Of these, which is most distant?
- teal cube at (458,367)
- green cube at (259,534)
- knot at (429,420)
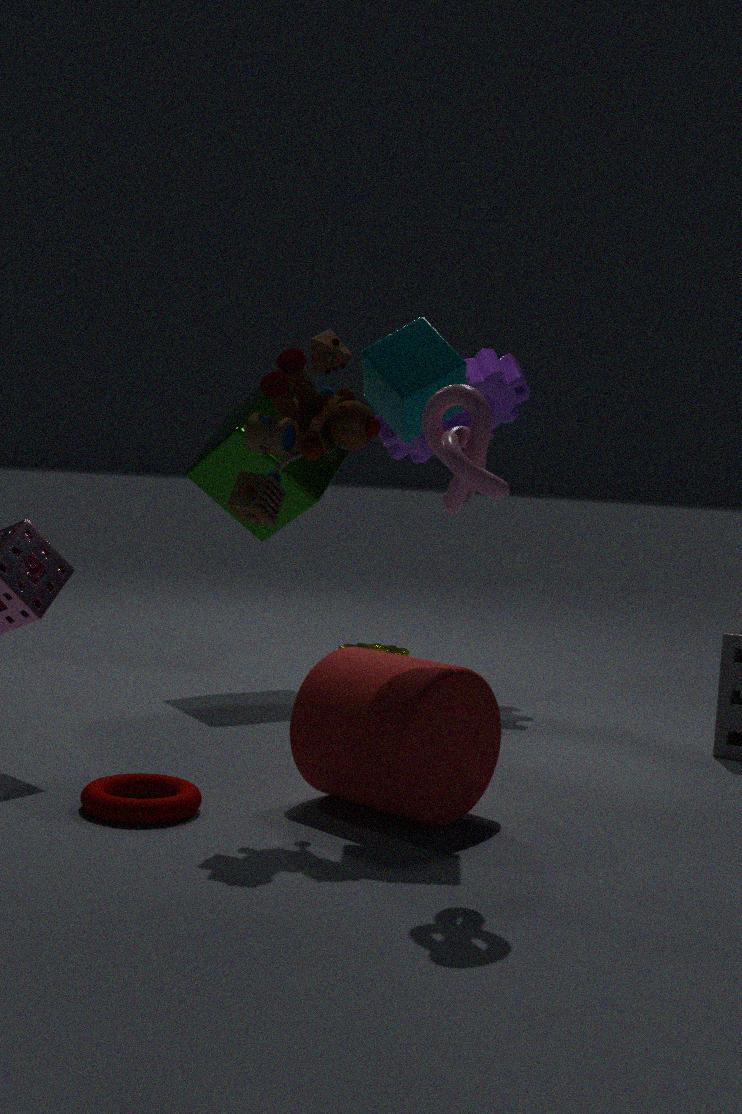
green cube at (259,534)
